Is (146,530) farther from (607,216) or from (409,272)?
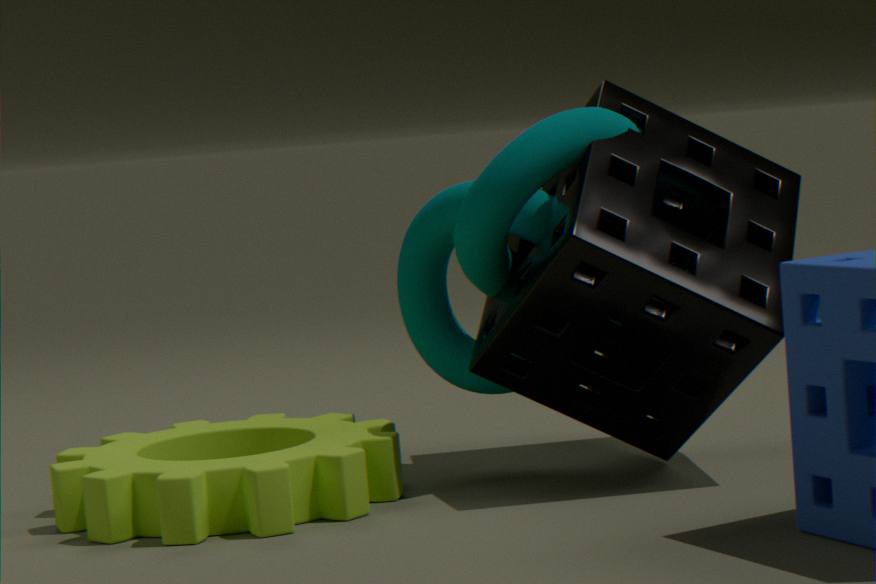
(607,216)
